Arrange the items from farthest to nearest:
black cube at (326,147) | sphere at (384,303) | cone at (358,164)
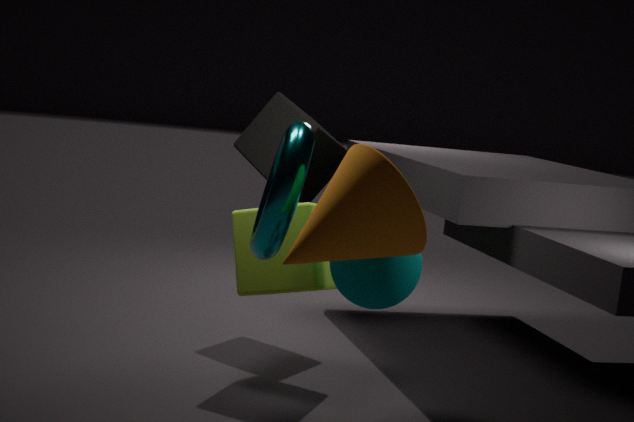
black cube at (326,147) → sphere at (384,303) → cone at (358,164)
